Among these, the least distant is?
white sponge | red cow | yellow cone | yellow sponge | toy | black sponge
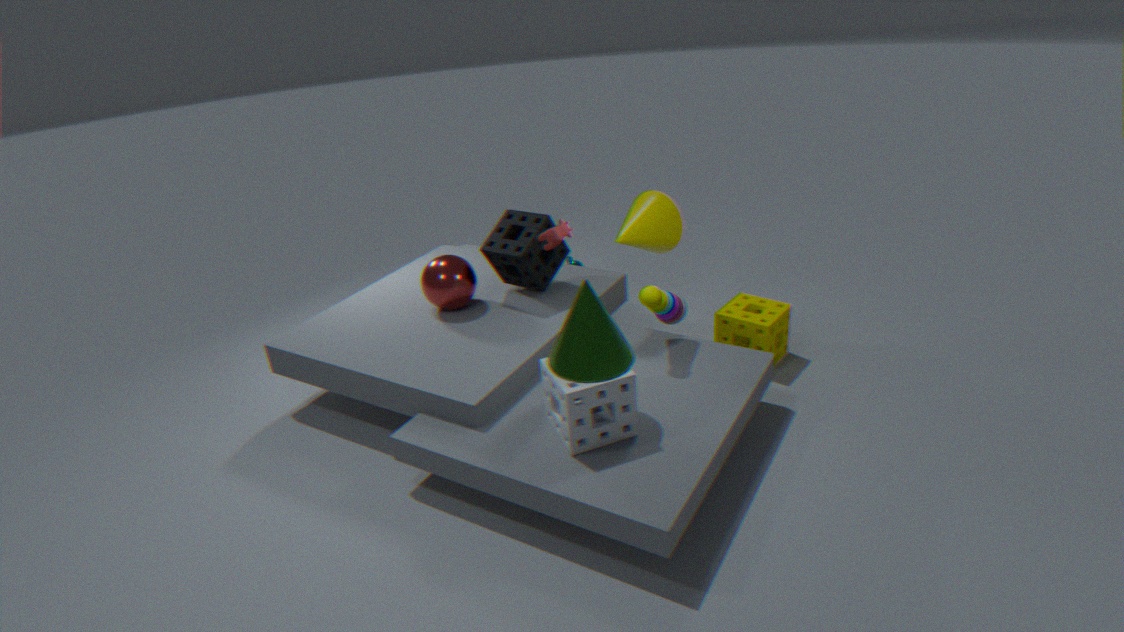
white sponge
